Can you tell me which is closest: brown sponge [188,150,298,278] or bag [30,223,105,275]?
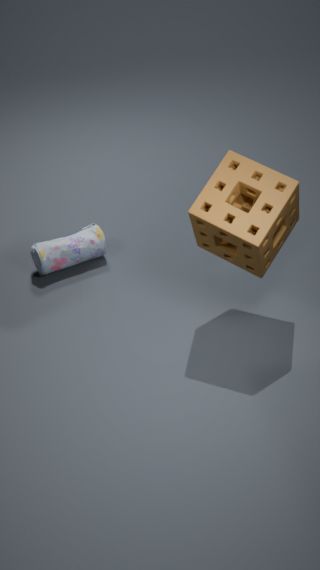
brown sponge [188,150,298,278]
